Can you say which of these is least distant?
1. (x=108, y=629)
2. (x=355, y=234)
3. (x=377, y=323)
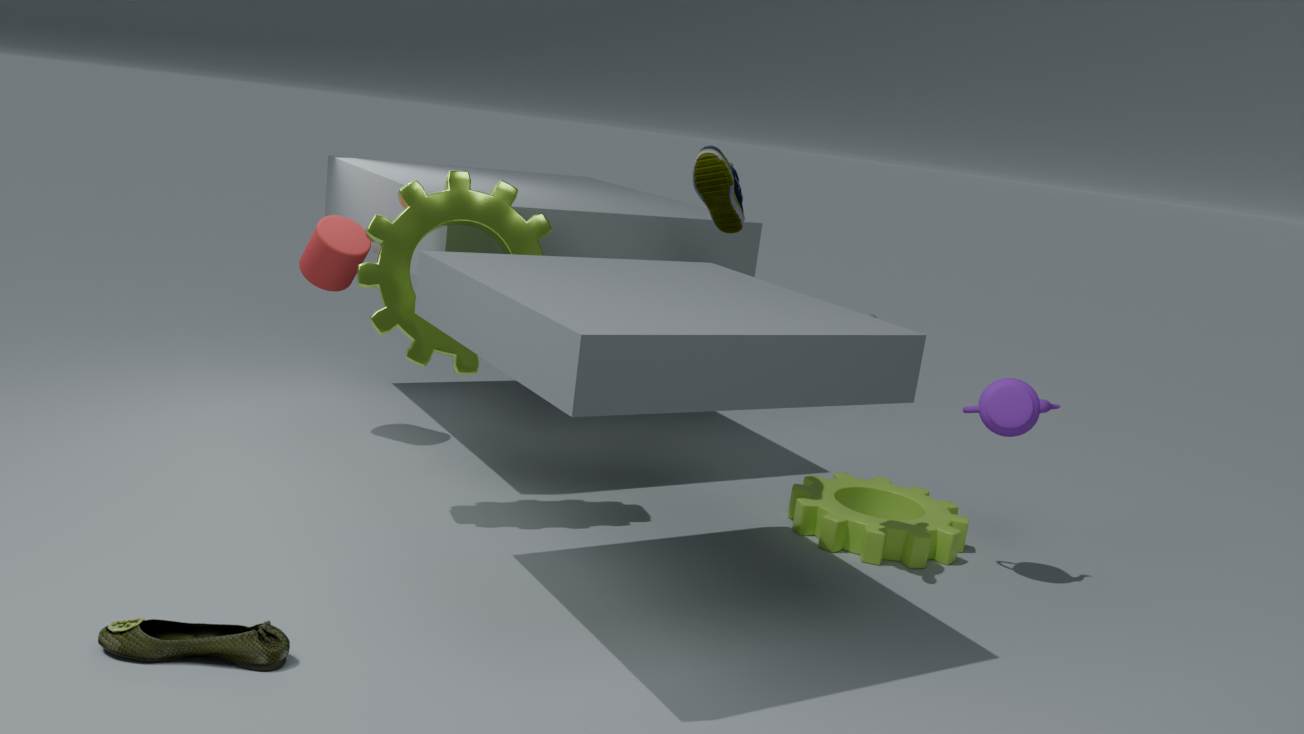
(x=108, y=629)
